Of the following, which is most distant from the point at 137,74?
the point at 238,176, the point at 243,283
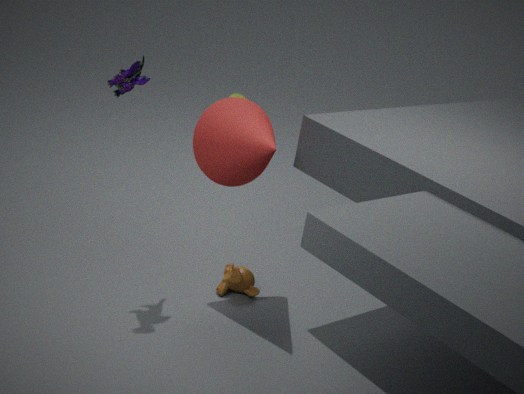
the point at 243,283
